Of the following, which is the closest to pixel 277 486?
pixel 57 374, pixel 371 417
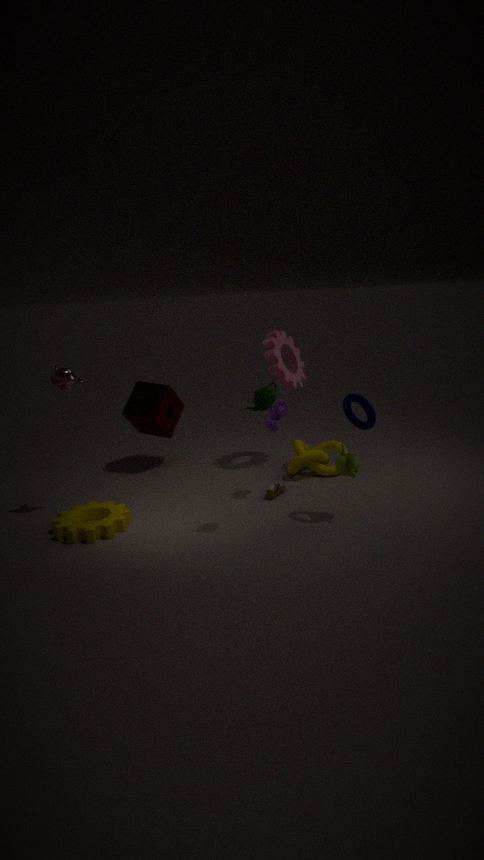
pixel 371 417
